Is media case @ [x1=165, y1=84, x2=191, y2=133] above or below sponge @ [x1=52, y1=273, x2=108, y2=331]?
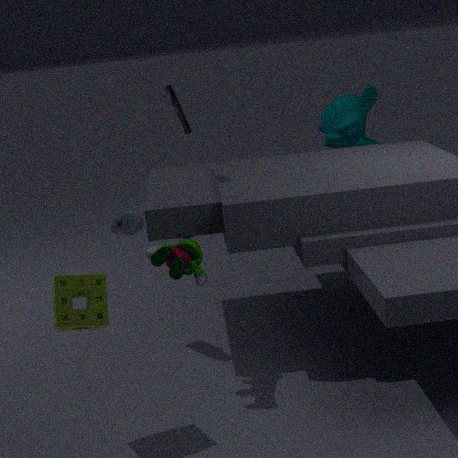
above
